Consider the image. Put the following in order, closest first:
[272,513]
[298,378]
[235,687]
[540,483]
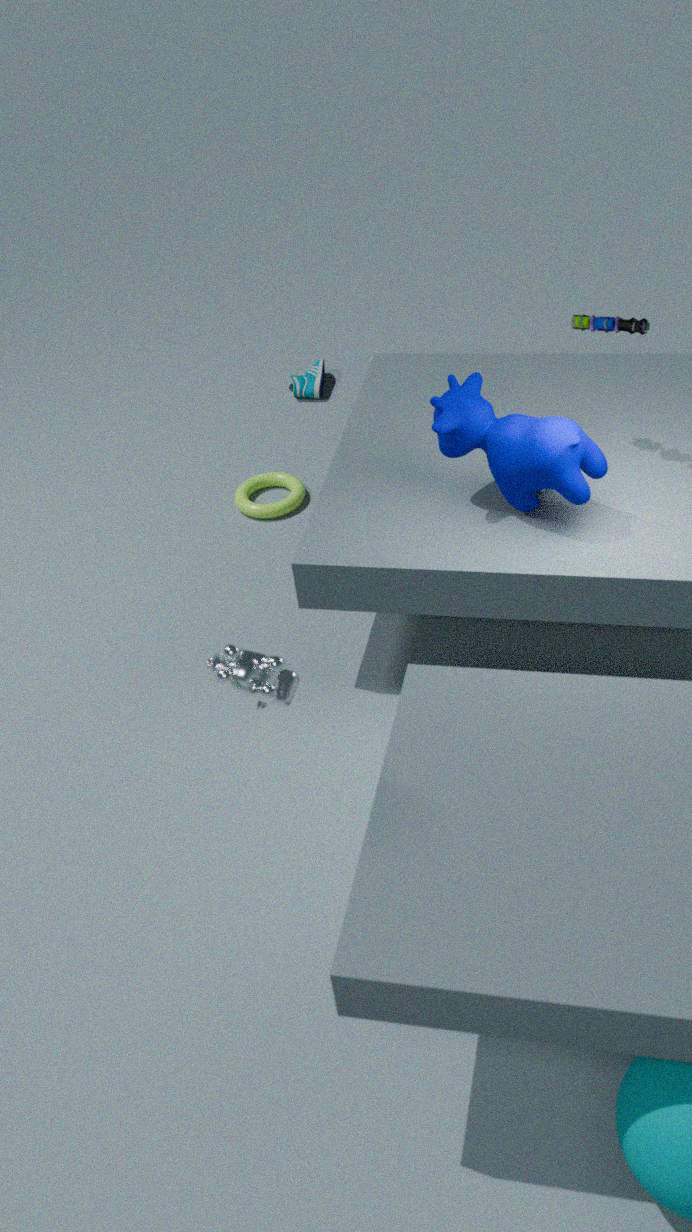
[235,687] → [540,483] → [272,513] → [298,378]
